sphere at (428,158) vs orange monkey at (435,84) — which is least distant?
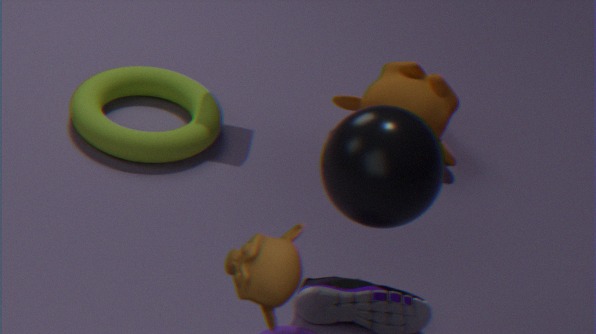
sphere at (428,158)
